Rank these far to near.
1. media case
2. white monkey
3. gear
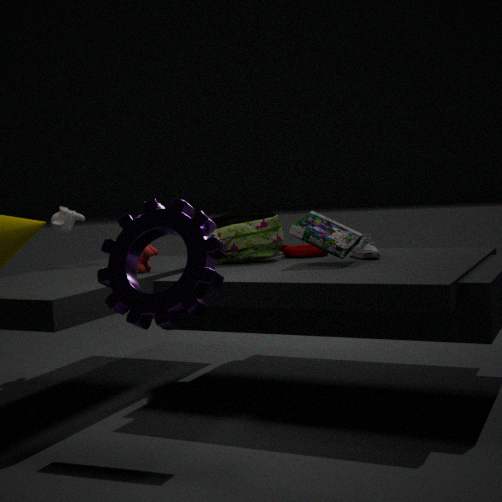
white monkey
media case
gear
